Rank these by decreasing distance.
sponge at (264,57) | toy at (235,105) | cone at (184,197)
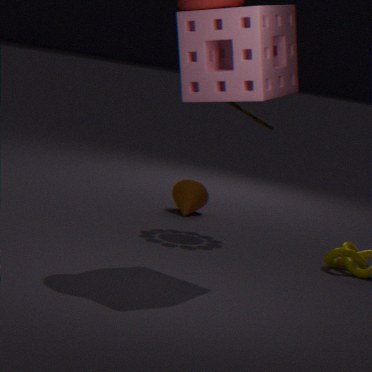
cone at (184,197)
toy at (235,105)
sponge at (264,57)
